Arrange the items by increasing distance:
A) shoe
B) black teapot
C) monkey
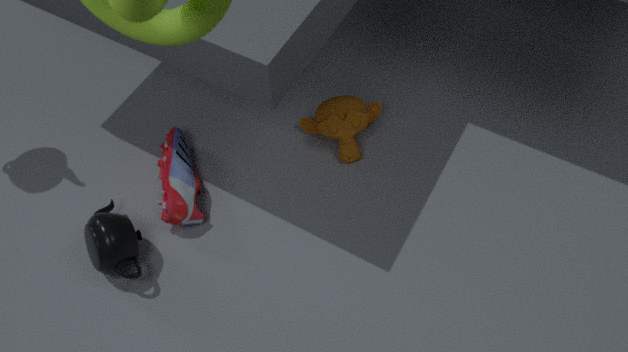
→ black teapot → shoe → monkey
